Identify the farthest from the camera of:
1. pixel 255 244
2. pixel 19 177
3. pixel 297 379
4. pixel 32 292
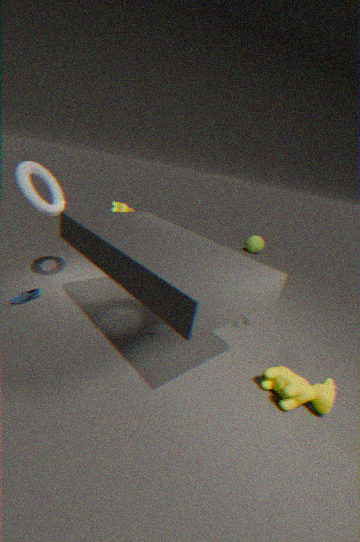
pixel 255 244
